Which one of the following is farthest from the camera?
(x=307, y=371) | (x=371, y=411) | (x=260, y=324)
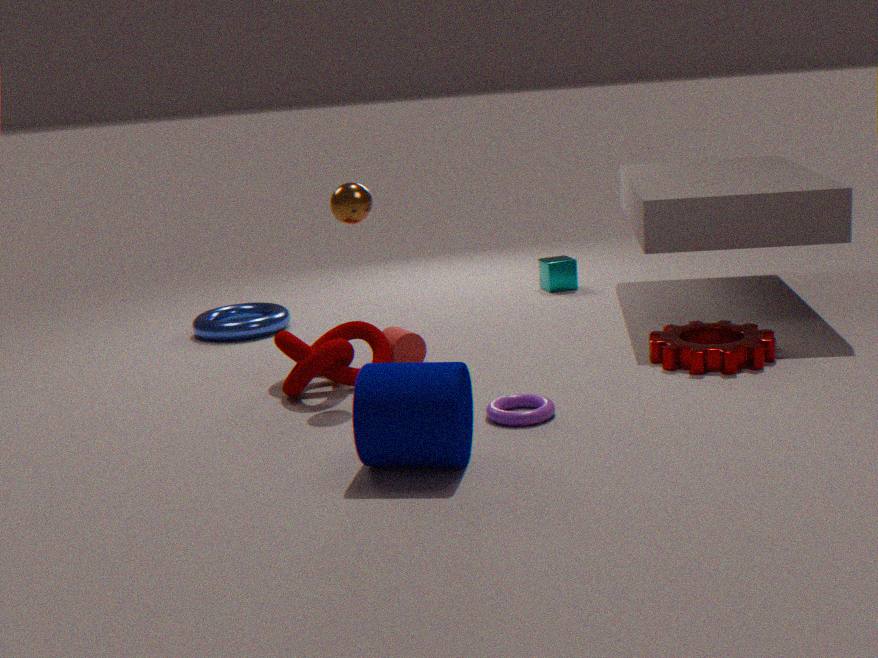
(x=260, y=324)
